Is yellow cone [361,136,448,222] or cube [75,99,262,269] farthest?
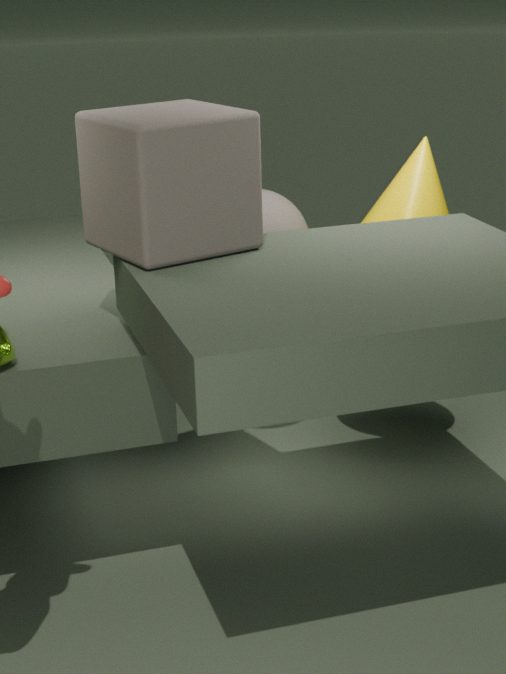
yellow cone [361,136,448,222]
